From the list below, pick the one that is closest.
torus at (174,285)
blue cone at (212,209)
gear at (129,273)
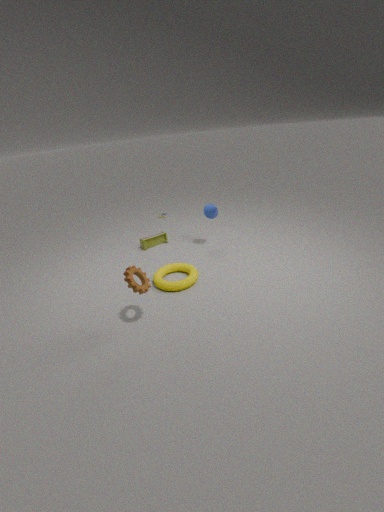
gear at (129,273)
